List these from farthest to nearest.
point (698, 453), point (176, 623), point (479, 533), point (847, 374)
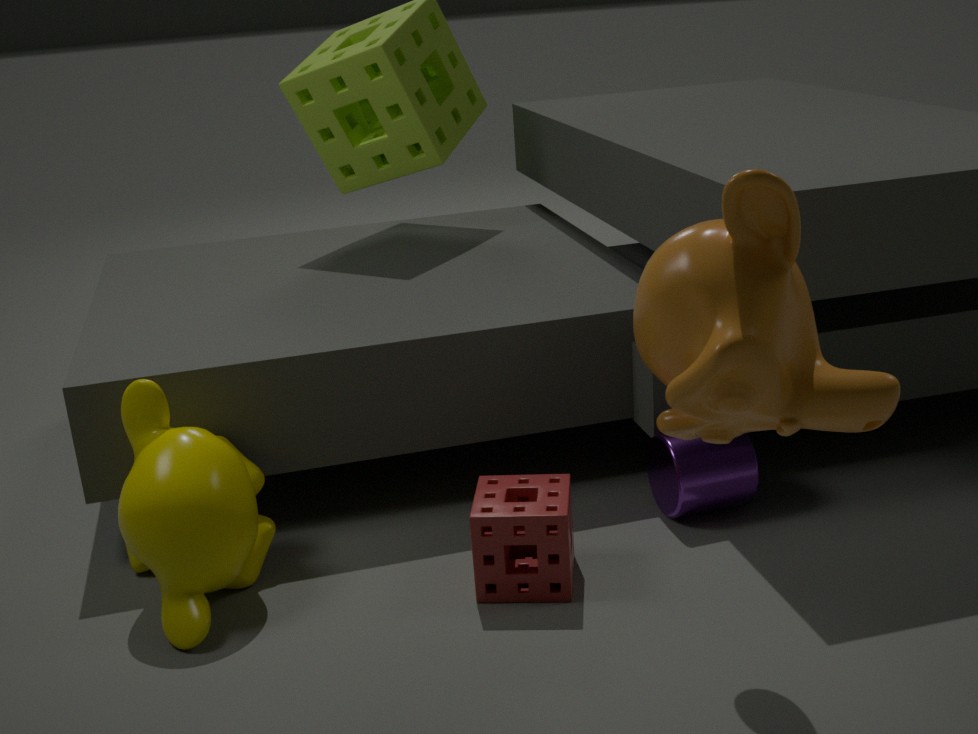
1. point (698, 453)
2. point (479, 533)
3. point (176, 623)
4. point (847, 374)
